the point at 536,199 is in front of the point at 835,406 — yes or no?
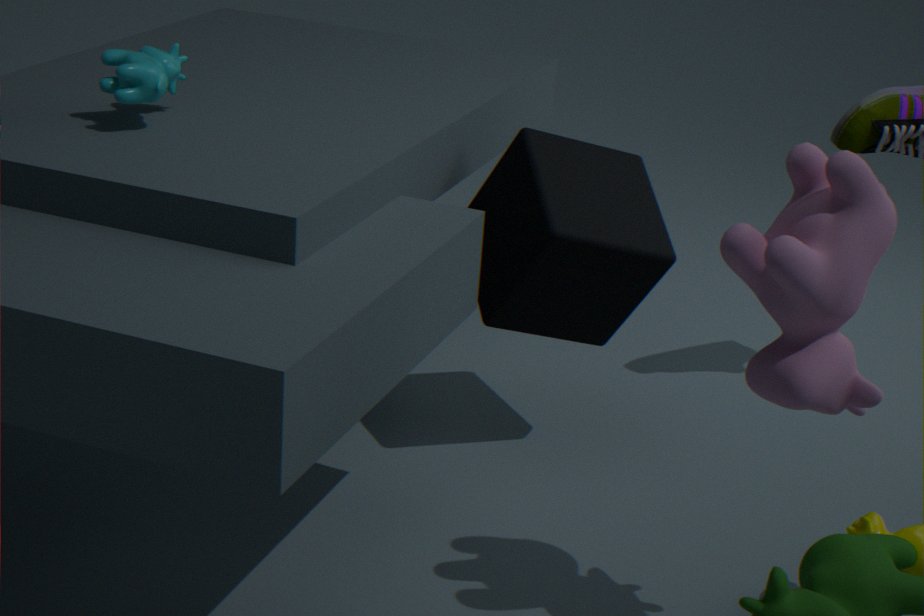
No
